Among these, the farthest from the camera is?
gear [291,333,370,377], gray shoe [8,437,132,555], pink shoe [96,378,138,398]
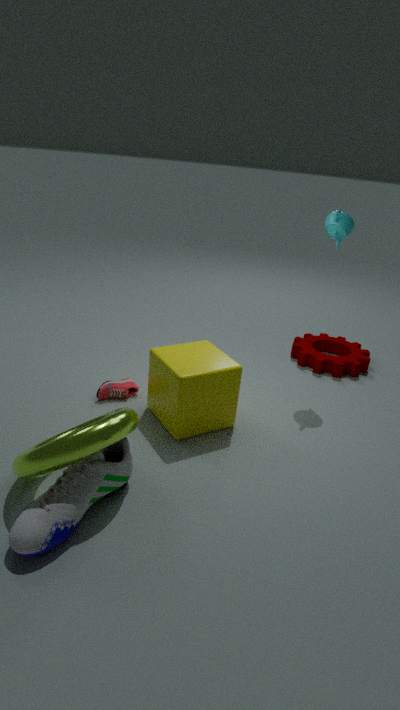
gear [291,333,370,377]
